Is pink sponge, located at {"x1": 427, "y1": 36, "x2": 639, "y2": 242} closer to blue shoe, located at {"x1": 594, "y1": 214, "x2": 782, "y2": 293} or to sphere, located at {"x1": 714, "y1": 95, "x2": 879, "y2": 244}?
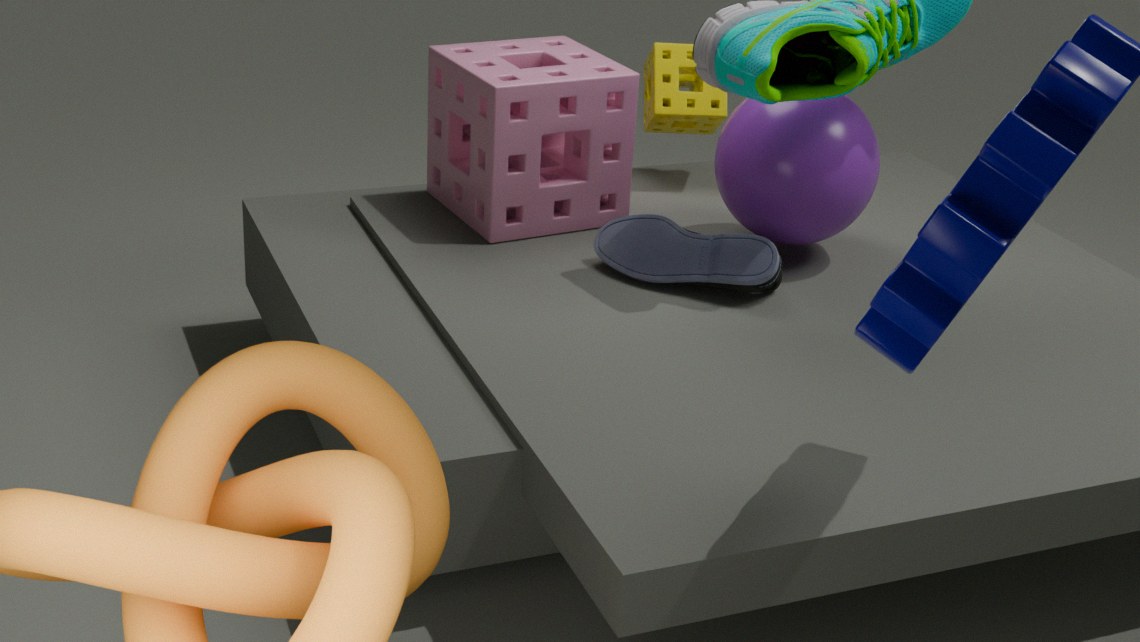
blue shoe, located at {"x1": 594, "y1": 214, "x2": 782, "y2": 293}
